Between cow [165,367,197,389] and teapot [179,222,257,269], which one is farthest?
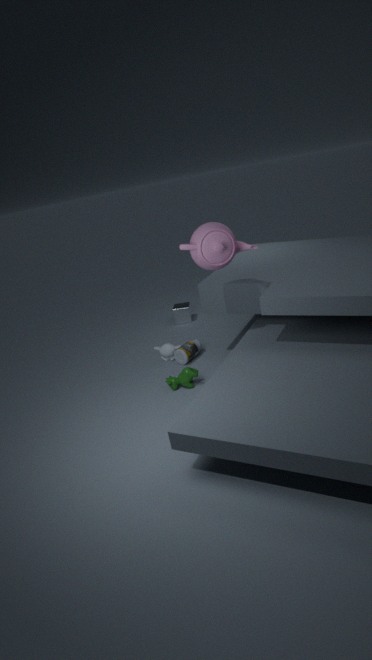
cow [165,367,197,389]
